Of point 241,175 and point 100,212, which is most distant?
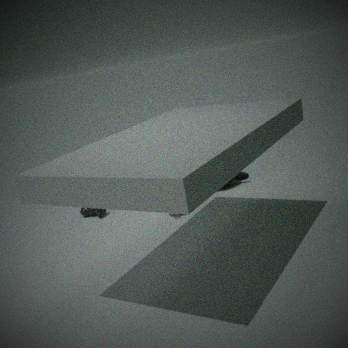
point 241,175
